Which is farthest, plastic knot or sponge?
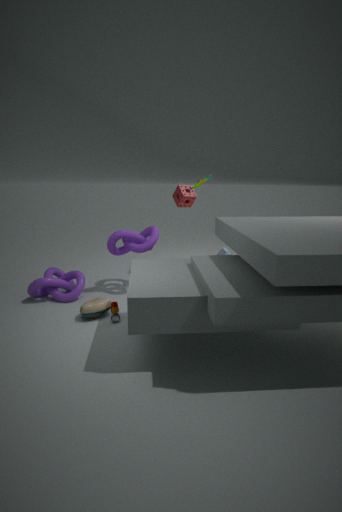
sponge
